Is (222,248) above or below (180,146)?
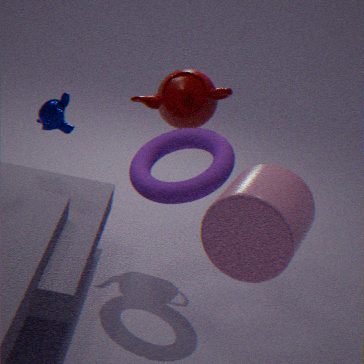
above
